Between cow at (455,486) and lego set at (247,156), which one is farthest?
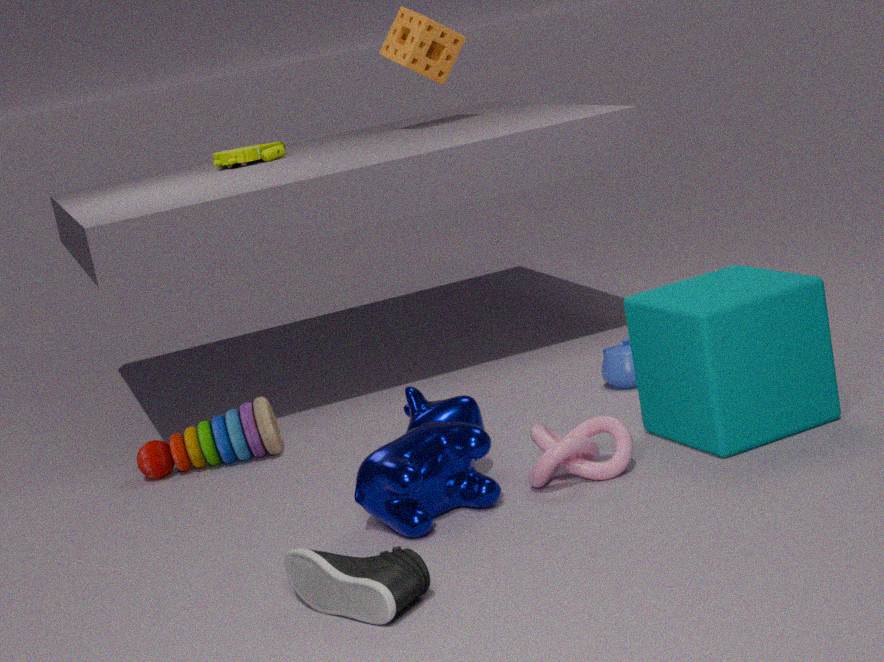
lego set at (247,156)
